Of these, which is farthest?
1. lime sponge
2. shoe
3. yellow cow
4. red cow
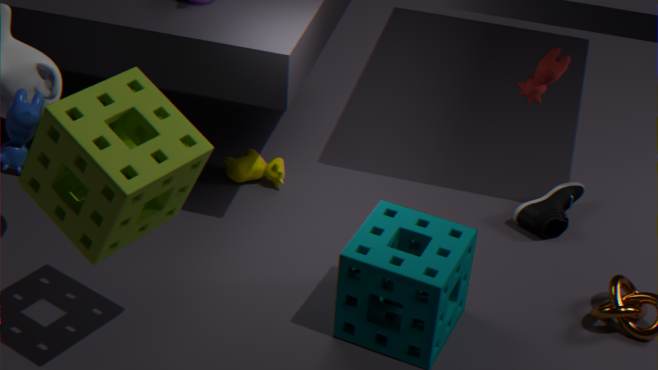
yellow cow
